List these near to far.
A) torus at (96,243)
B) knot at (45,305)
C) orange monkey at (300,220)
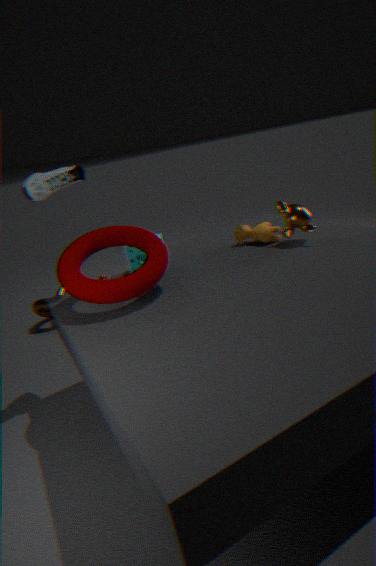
torus at (96,243), orange monkey at (300,220), knot at (45,305)
